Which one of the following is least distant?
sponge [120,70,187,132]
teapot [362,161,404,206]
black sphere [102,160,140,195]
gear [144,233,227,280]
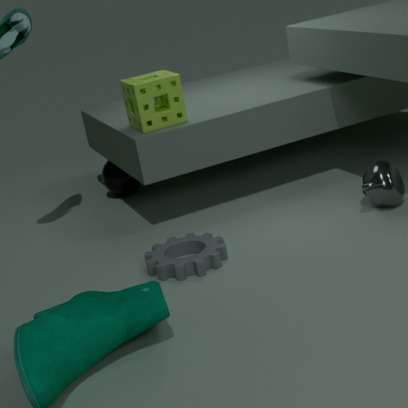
gear [144,233,227,280]
